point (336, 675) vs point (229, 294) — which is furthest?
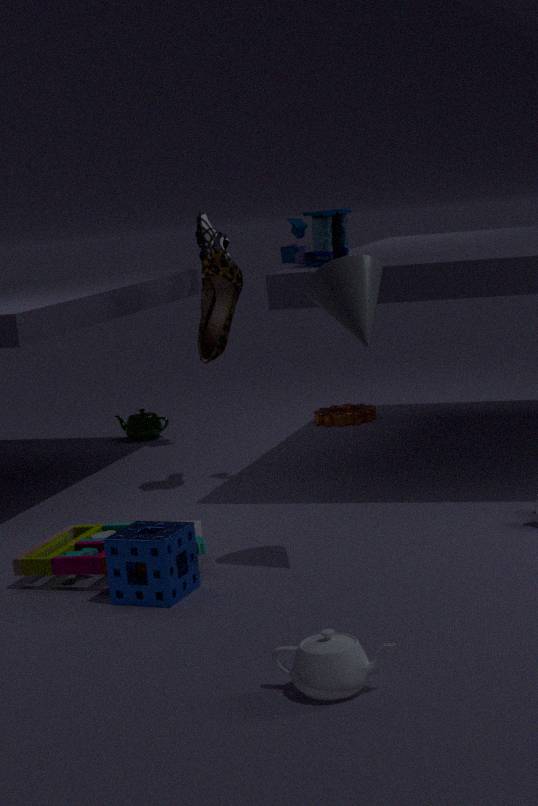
point (229, 294)
